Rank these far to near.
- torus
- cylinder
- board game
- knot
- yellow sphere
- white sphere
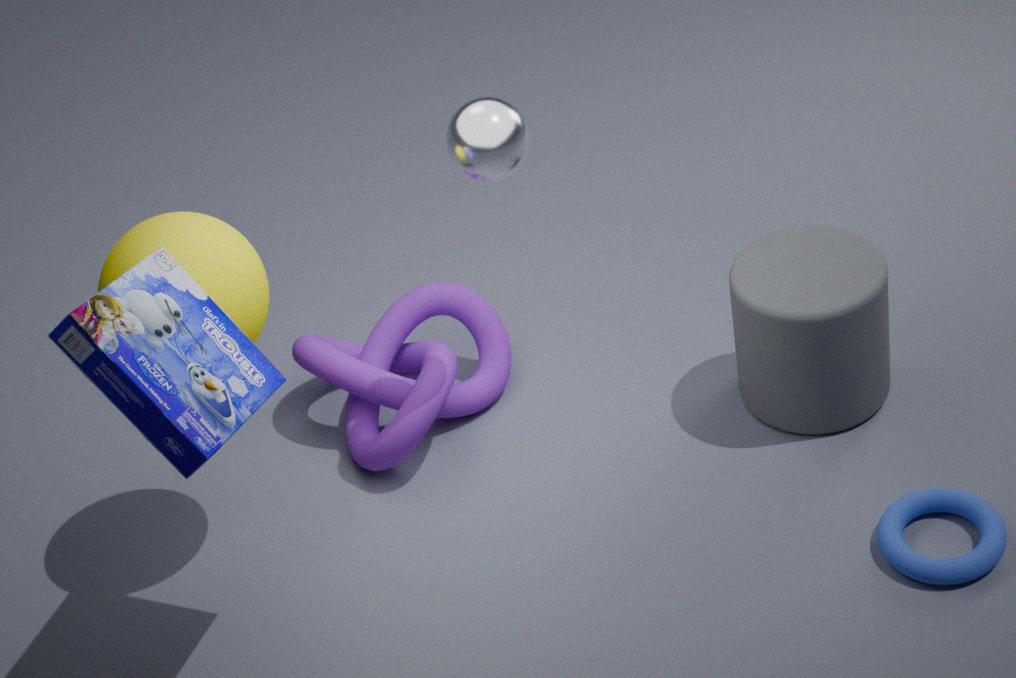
knot
cylinder
torus
white sphere
yellow sphere
board game
